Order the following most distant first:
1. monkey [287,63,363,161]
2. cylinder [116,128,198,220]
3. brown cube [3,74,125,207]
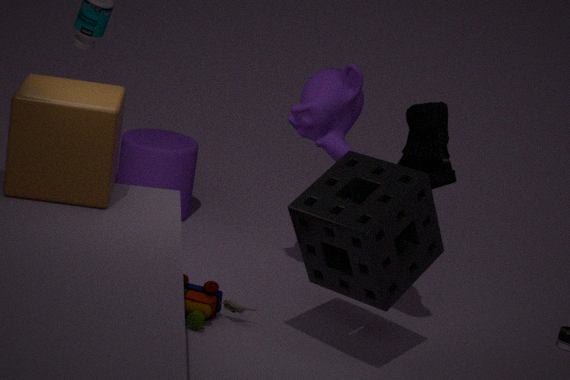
cylinder [116,128,198,220] → monkey [287,63,363,161] → brown cube [3,74,125,207]
